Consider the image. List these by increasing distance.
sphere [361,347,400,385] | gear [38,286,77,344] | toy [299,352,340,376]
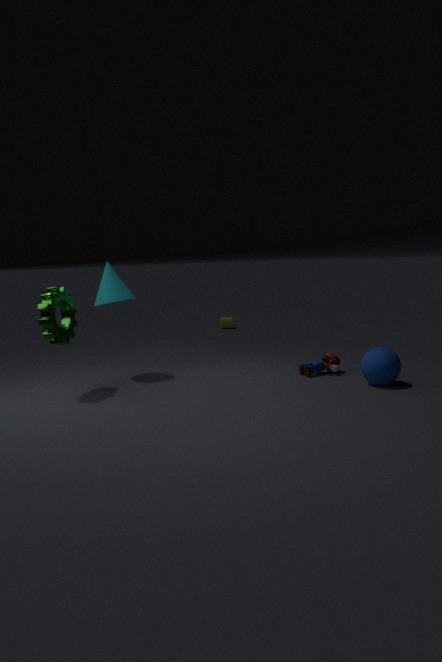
gear [38,286,77,344] → sphere [361,347,400,385] → toy [299,352,340,376]
